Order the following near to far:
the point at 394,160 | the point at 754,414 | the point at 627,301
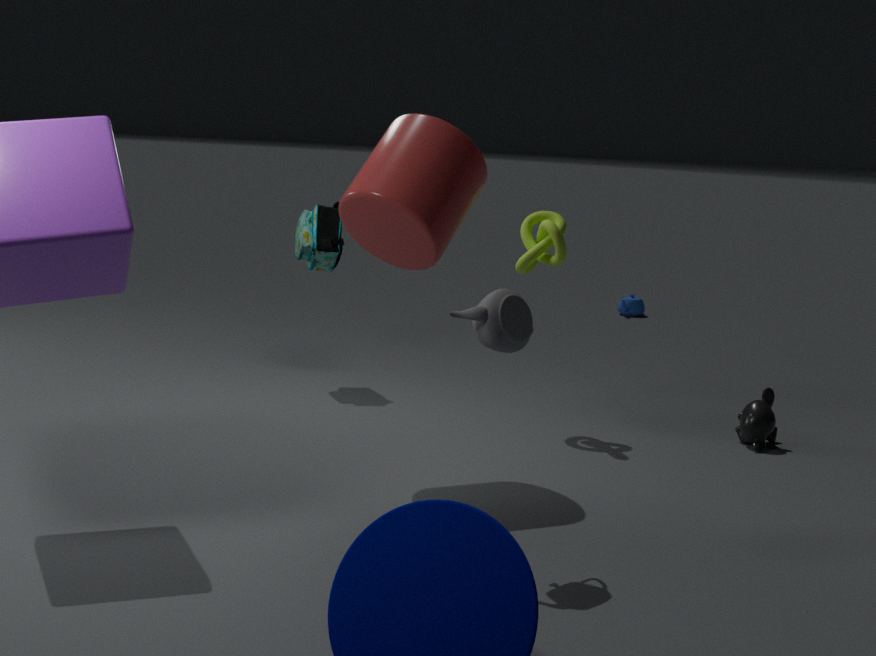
the point at 394,160 → the point at 754,414 → the point at 627,301
